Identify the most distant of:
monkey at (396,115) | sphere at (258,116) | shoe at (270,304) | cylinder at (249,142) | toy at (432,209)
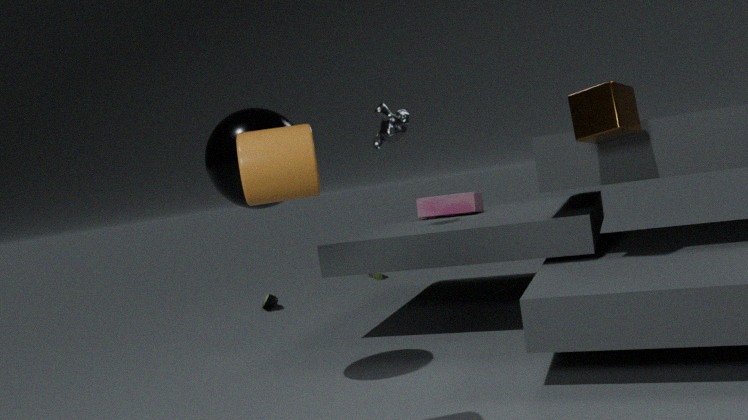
shoe at (270,304)
